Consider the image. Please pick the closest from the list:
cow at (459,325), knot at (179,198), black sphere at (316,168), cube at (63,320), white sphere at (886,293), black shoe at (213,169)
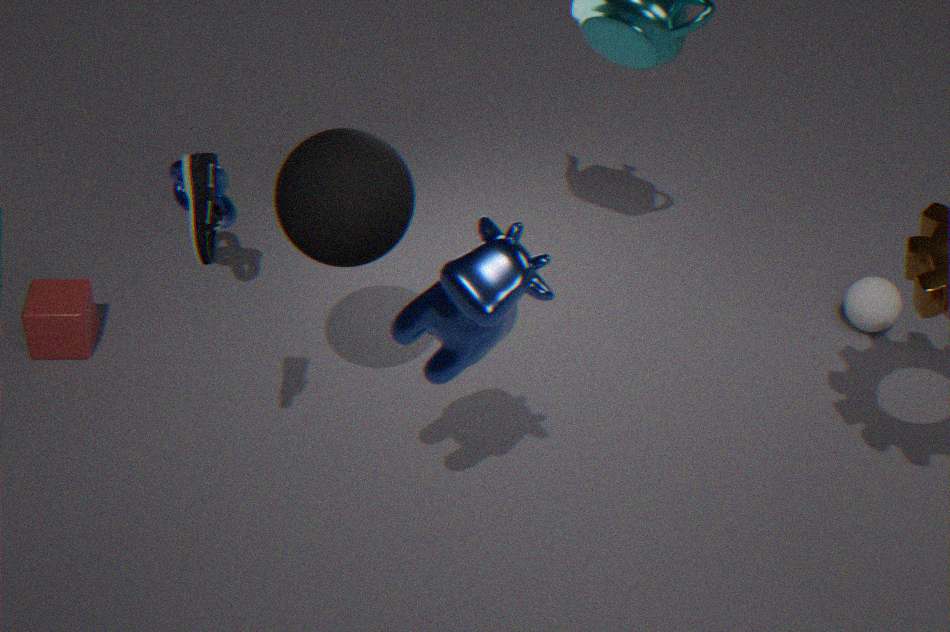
cow at (459,325)
